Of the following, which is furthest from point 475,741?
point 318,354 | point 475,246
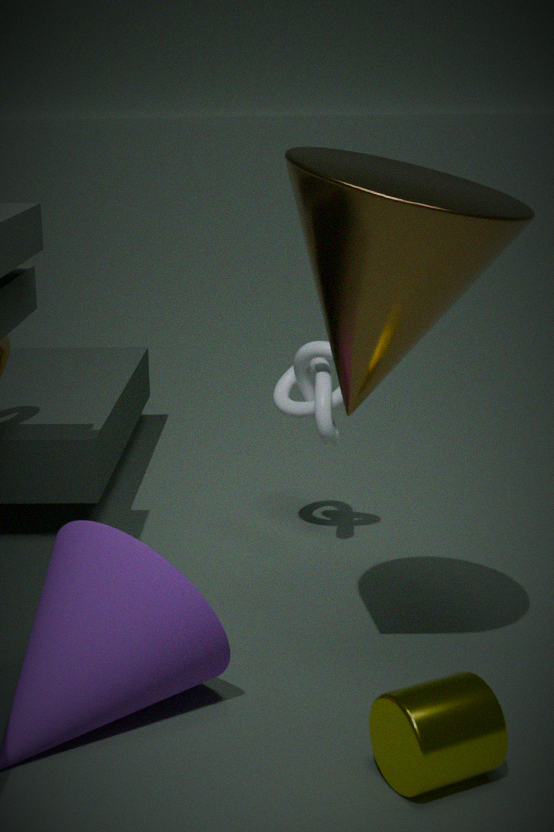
point 318,354
